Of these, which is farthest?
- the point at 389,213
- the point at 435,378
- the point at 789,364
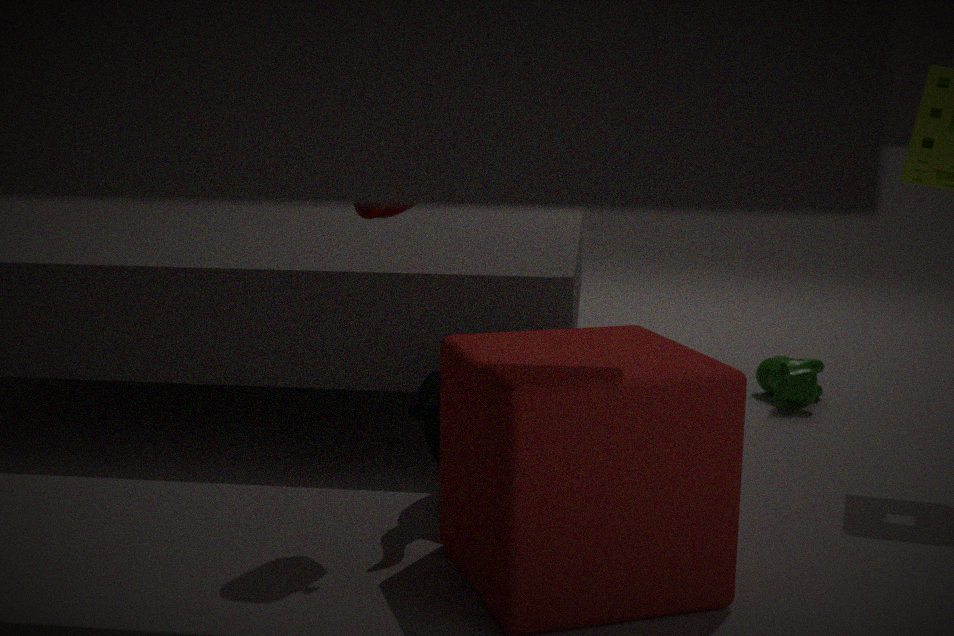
the point at 789,364
